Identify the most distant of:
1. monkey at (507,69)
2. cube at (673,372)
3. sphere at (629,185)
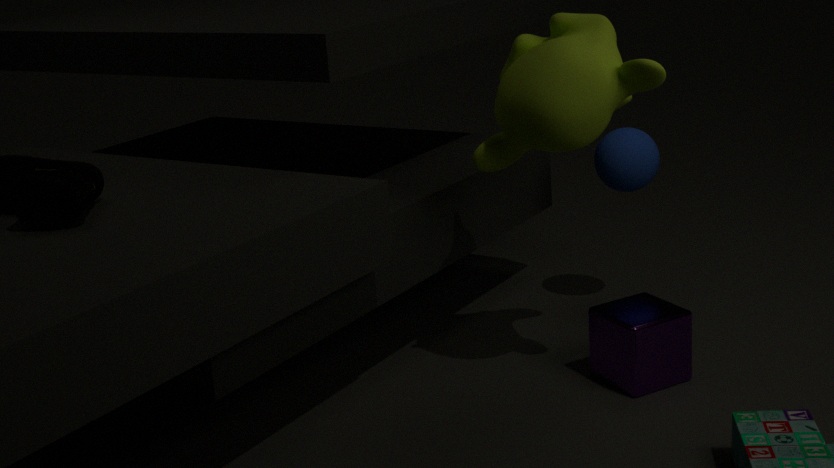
sphere at (629,185)
